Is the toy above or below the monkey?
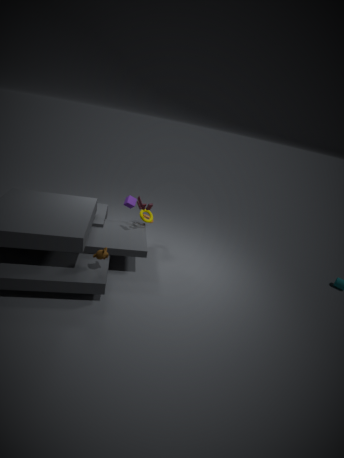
above
